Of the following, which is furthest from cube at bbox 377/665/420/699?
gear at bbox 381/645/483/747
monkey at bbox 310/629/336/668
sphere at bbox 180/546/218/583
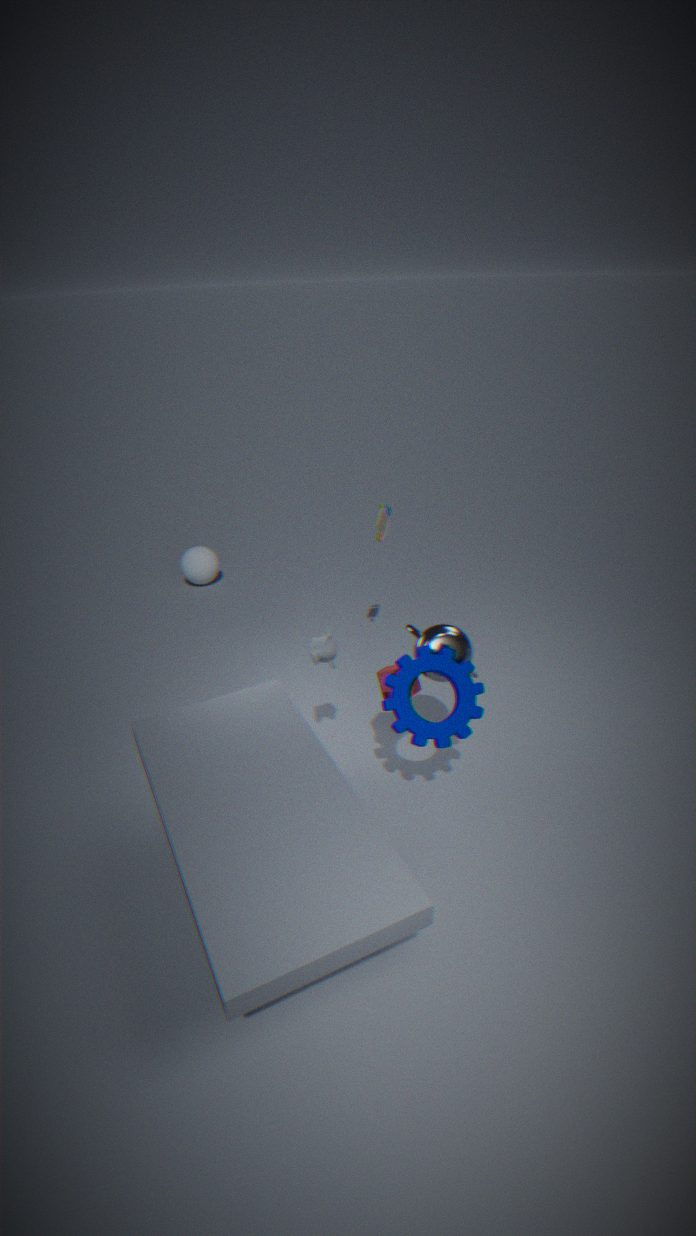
sphere at bbox 180/546/218/583
